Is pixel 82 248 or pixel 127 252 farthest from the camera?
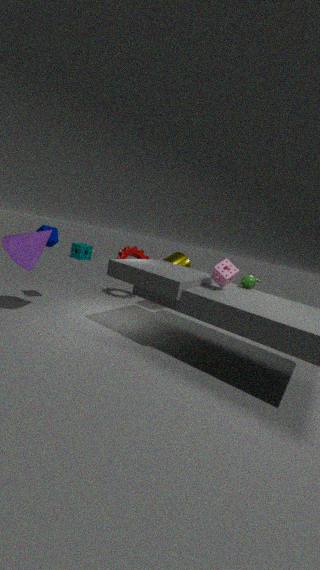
pixel 82 248
